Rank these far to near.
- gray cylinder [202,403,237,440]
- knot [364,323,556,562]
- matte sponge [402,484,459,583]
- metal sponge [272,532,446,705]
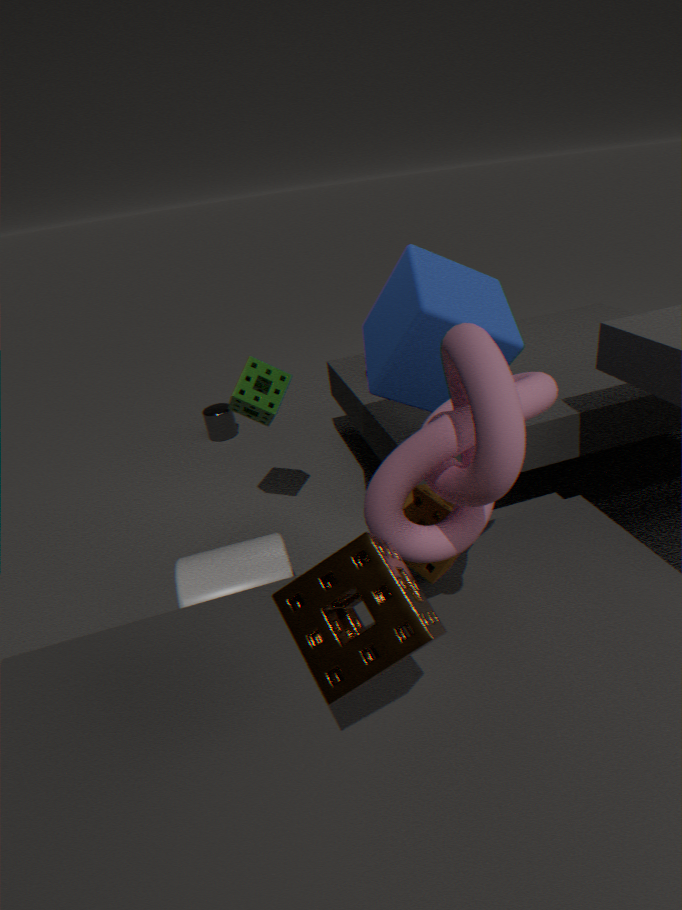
gray cylinder [202,403,237,440] → matte sponge [402,484,459,583] → knot [364,323,556,562] → metal sponge [272,532,446,705]
